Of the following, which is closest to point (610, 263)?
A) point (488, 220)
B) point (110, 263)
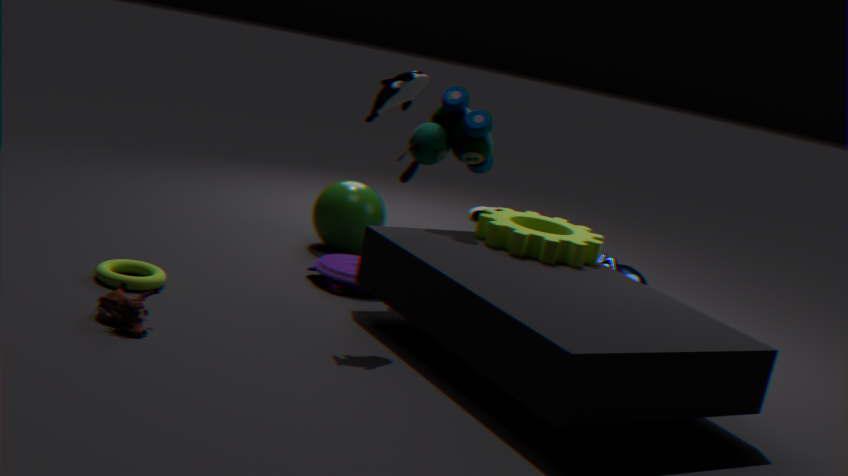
point (488, 220)
